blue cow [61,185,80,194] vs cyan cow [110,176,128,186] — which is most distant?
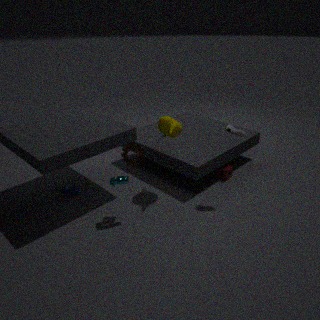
blue cow [61,185,80,194]
